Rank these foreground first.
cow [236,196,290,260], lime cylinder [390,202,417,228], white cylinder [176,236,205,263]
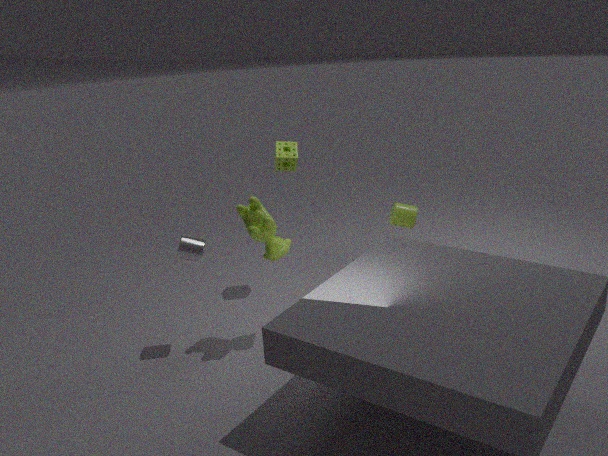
cow [236,196,290,260], white cylinder [176,236,205,263], lime cylinder [390,202,417,228]
